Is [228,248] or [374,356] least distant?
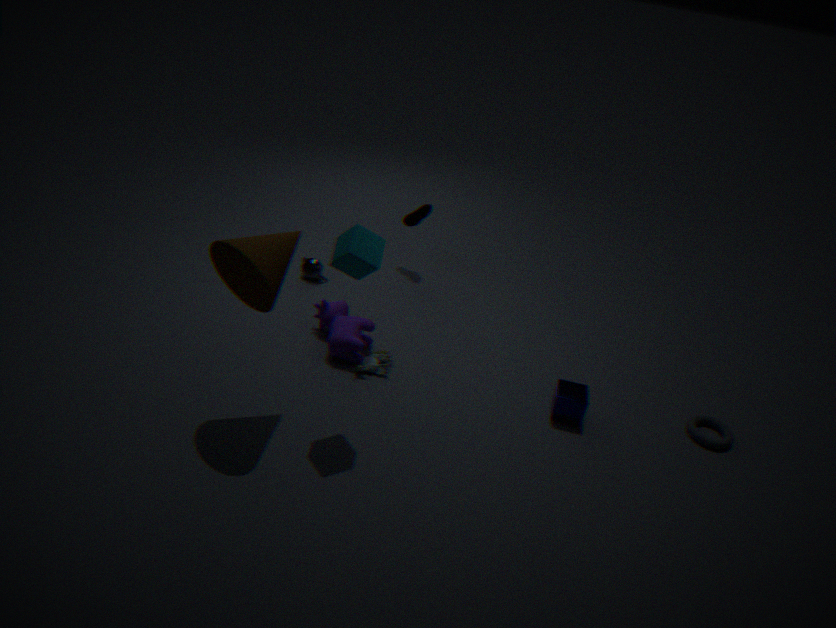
[228,248]
